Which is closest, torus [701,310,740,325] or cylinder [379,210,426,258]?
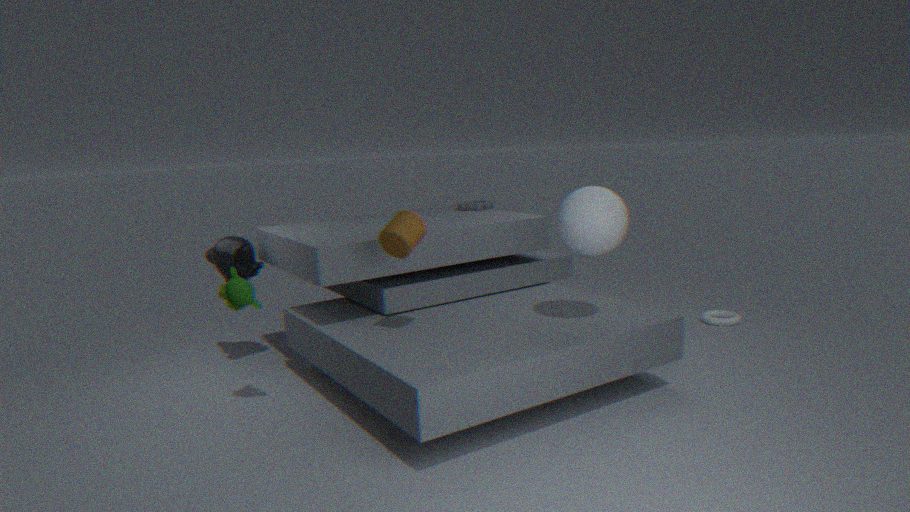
cylinder [379,210,426,258]
